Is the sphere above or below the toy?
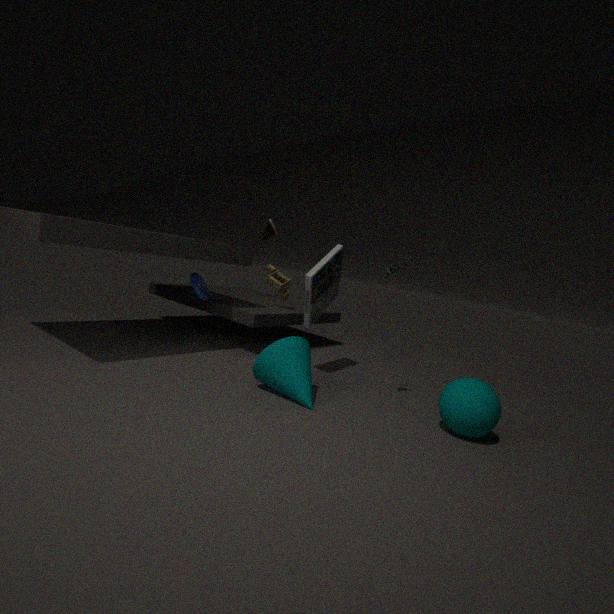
below
